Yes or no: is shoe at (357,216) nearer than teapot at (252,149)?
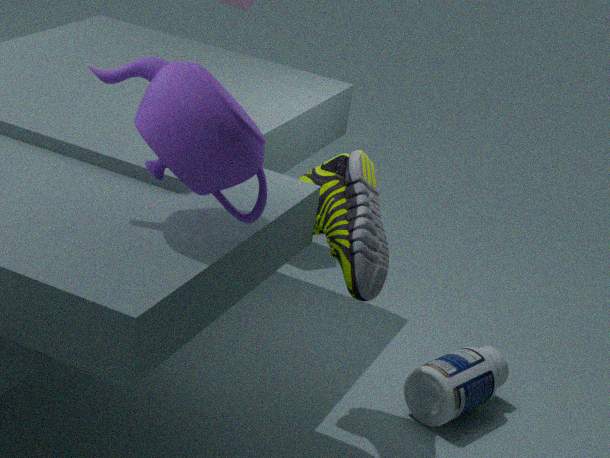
No
